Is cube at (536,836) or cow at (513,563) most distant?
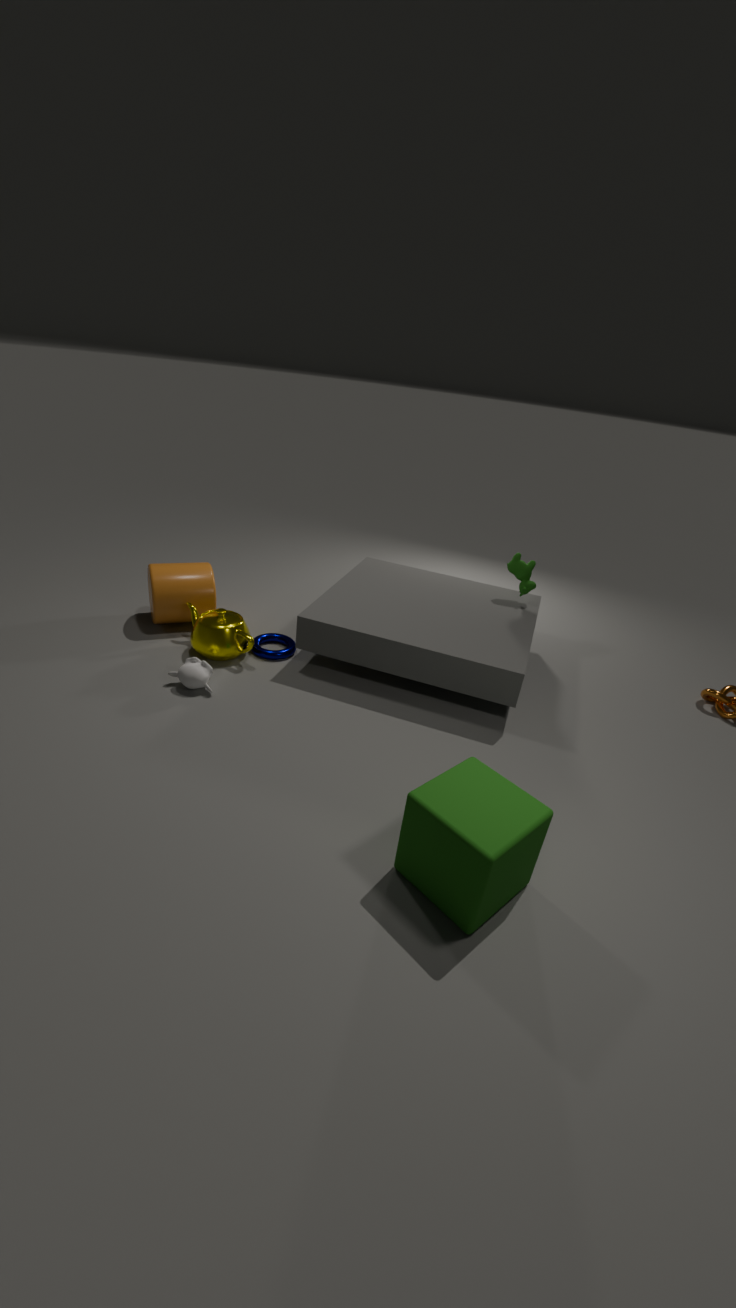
cow at (513,563)
